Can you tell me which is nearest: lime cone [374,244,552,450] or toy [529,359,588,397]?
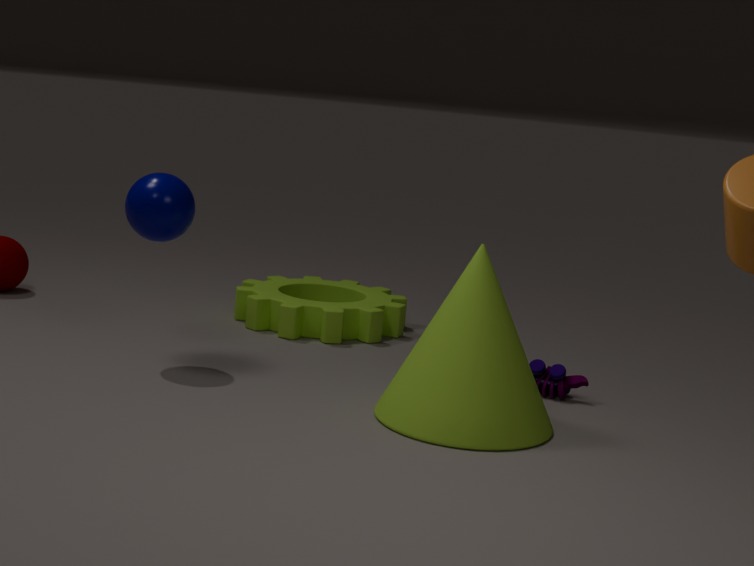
lime cone [374,244,552,450]
